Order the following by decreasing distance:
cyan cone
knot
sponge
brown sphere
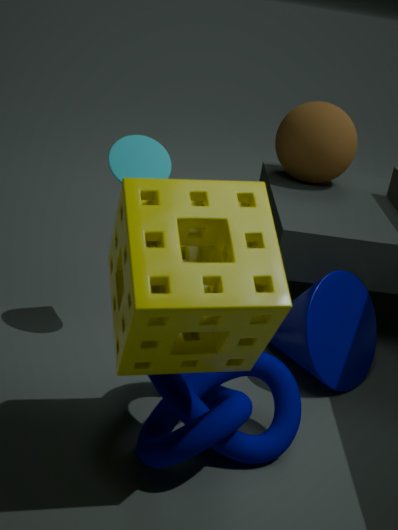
brown sphere
cyan cone
knot
sponge
